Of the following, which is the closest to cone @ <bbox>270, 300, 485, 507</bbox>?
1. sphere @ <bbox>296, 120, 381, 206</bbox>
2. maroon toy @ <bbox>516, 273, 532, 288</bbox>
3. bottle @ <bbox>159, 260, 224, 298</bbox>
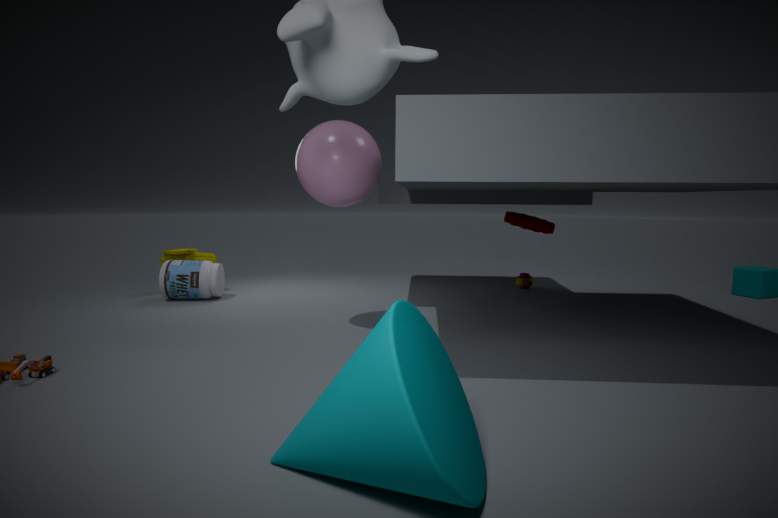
sphere @ <bbox>296, 120, 381, 206</bbox>
